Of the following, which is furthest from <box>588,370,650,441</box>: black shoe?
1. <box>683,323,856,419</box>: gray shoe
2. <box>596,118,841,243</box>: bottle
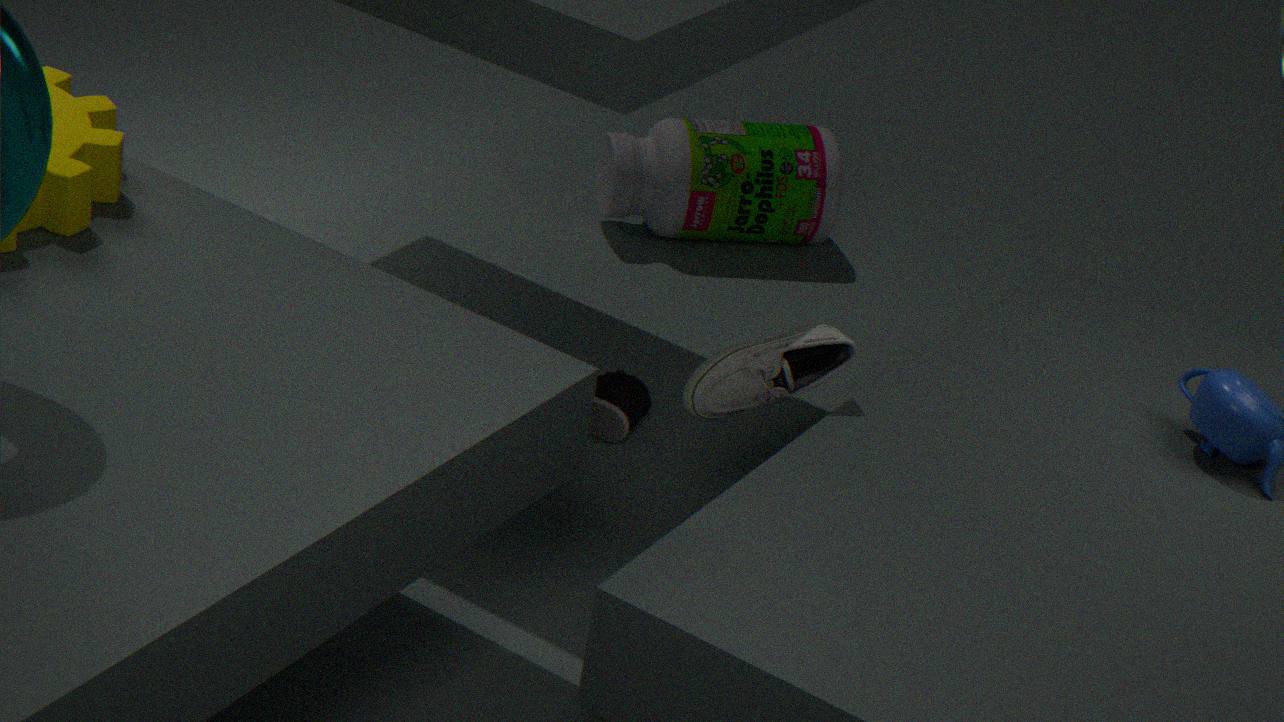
<box>596,118,841,243</box>: bottle
